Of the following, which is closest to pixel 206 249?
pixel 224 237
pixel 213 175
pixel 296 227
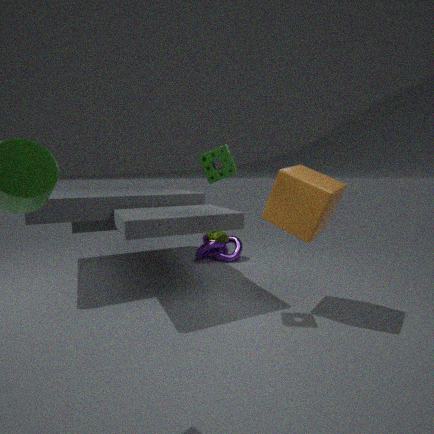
pixel 224 237
